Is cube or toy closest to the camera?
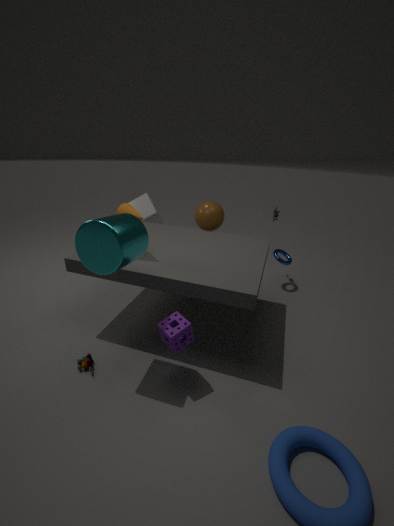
toy
